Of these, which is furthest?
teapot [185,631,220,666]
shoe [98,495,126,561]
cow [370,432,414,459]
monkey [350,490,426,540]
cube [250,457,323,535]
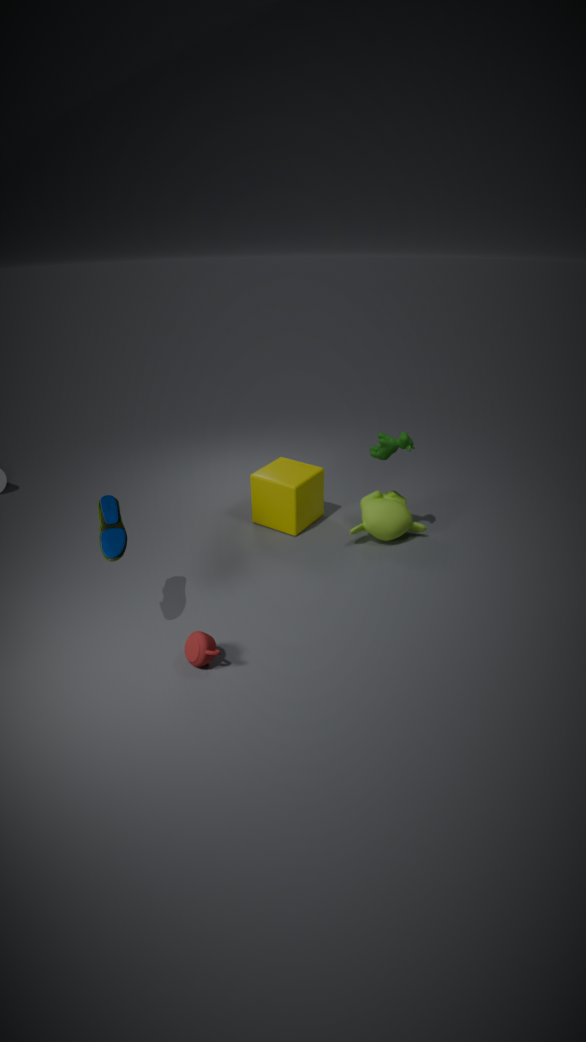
cube [250,457,323,535]
